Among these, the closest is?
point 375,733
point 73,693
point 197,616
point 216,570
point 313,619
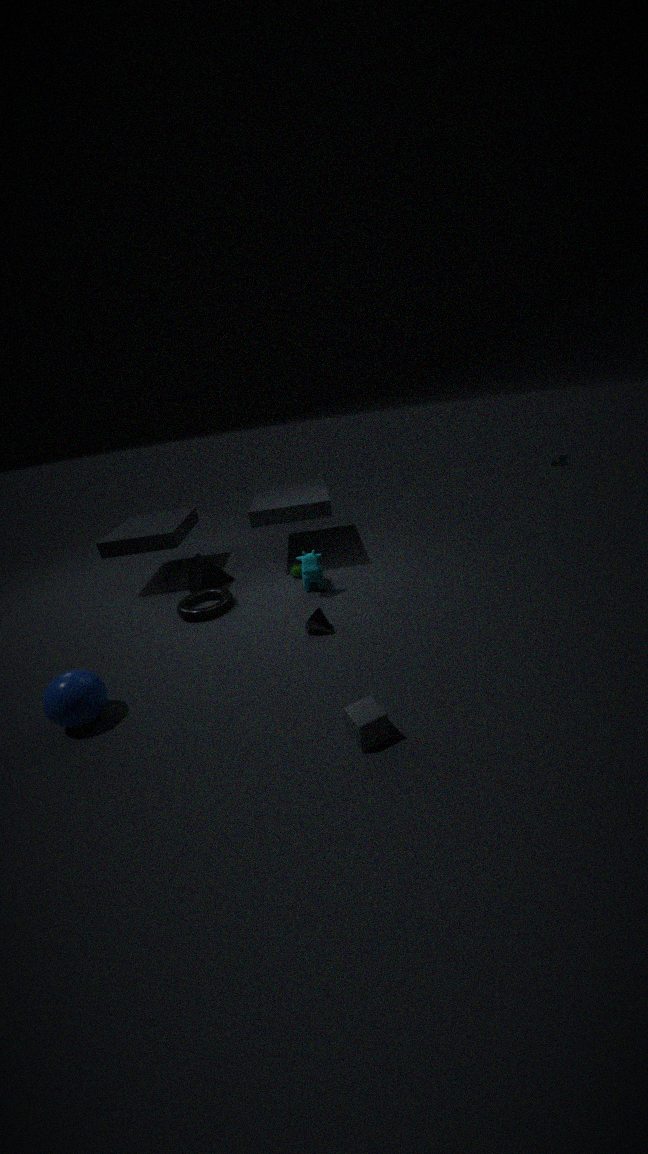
point 375,733
